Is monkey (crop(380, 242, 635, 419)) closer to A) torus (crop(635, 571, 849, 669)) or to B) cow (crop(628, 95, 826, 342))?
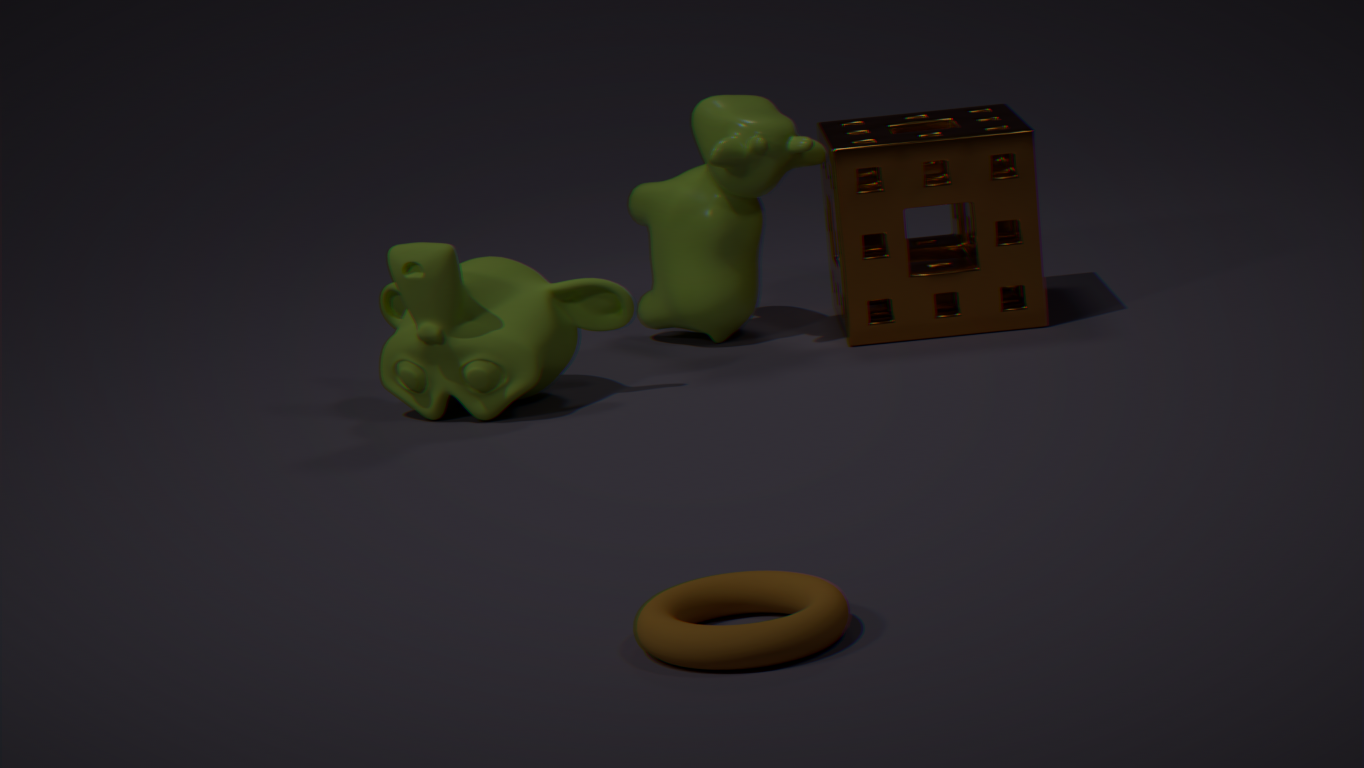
B) cow (crop(628, 95, 826, 342))
